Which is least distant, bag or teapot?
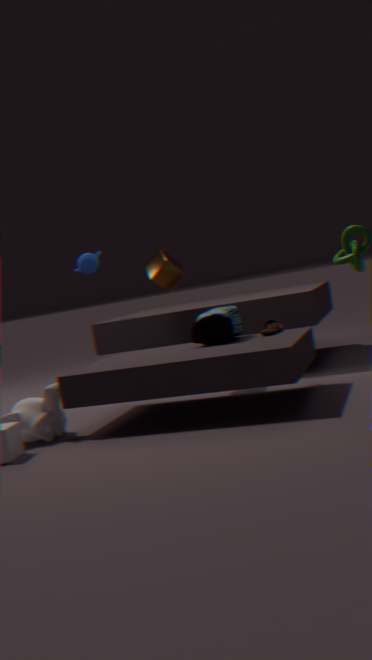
Result: bag
